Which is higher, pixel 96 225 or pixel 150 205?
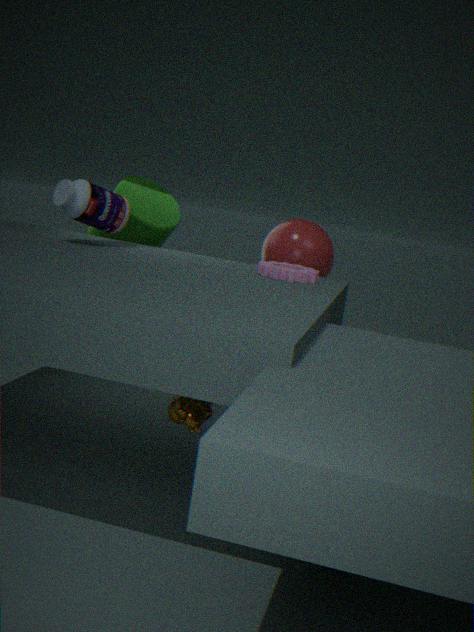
pixel 96 225
